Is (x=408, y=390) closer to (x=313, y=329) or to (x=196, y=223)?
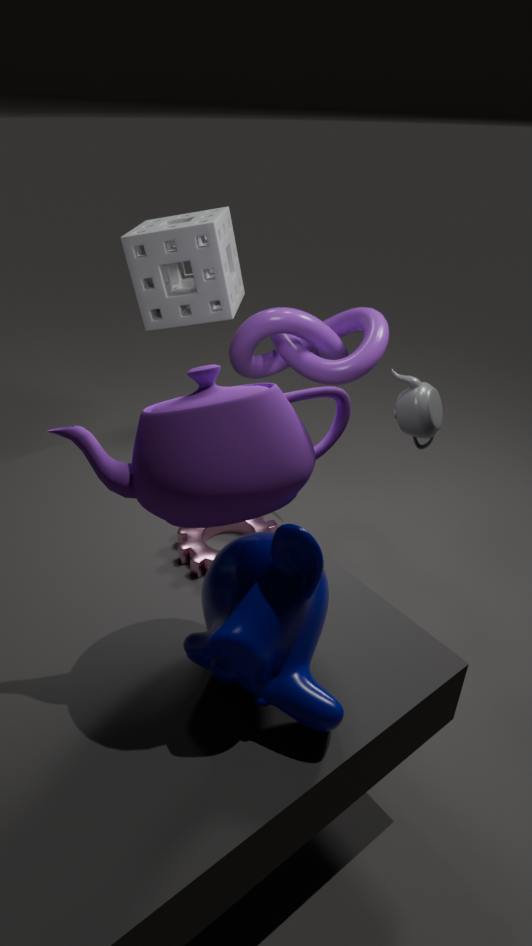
(x=313, y=329)
